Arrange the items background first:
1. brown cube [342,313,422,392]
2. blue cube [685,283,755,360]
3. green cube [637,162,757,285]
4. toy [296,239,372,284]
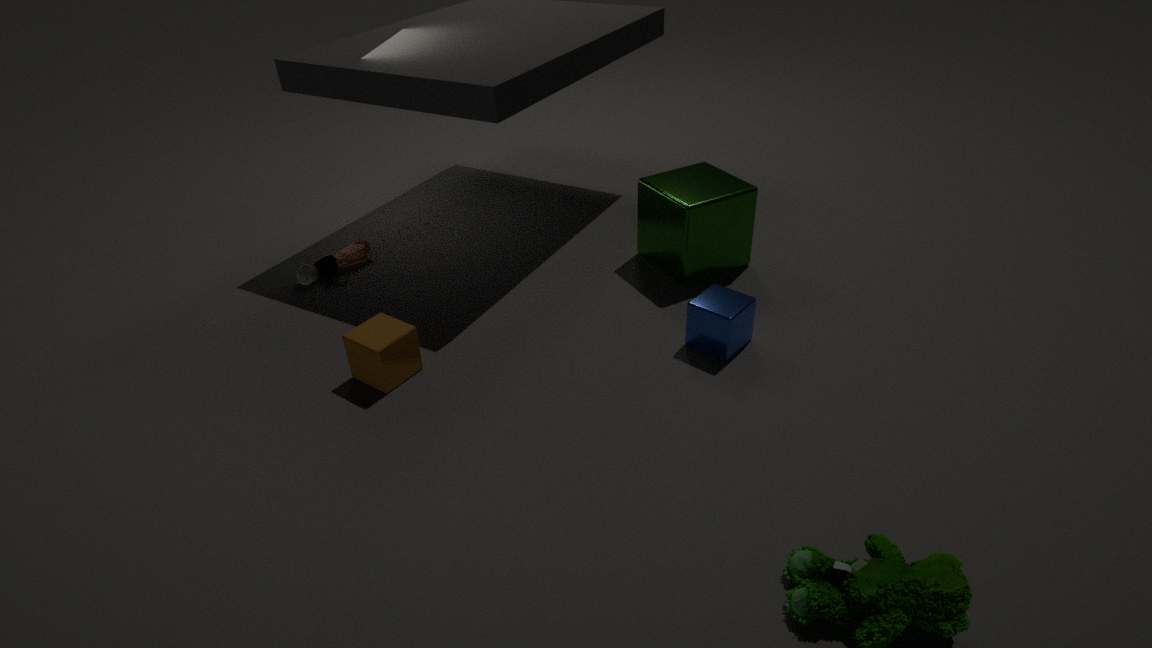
1. toy [296,239,372,284]
2. green cube [637,162,757,285]
3. blue cube [685,283,755,360]
4. brown cube [342,313,422,392]
